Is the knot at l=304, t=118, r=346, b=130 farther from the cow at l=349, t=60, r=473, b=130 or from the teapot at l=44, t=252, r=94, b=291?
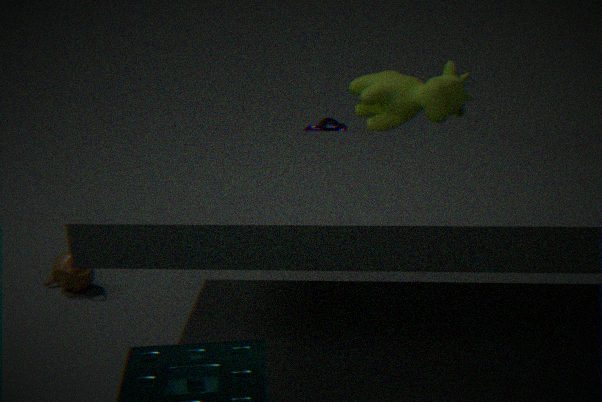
the teapot at l=44, t=252, r=94, b=291
